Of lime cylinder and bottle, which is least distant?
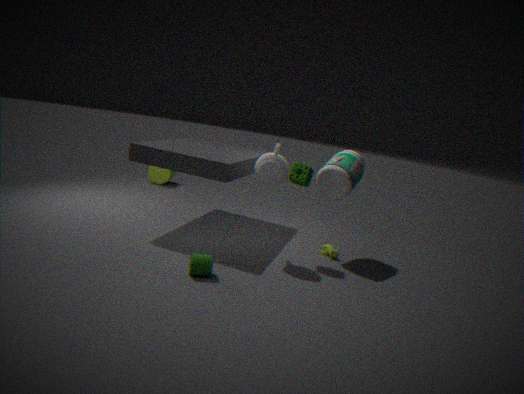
bottle
